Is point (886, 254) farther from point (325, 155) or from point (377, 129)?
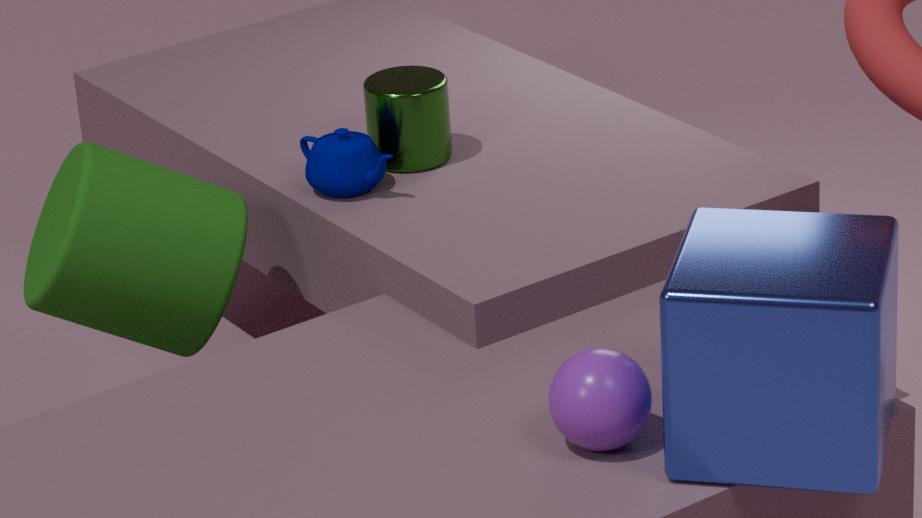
point (377, 129)
